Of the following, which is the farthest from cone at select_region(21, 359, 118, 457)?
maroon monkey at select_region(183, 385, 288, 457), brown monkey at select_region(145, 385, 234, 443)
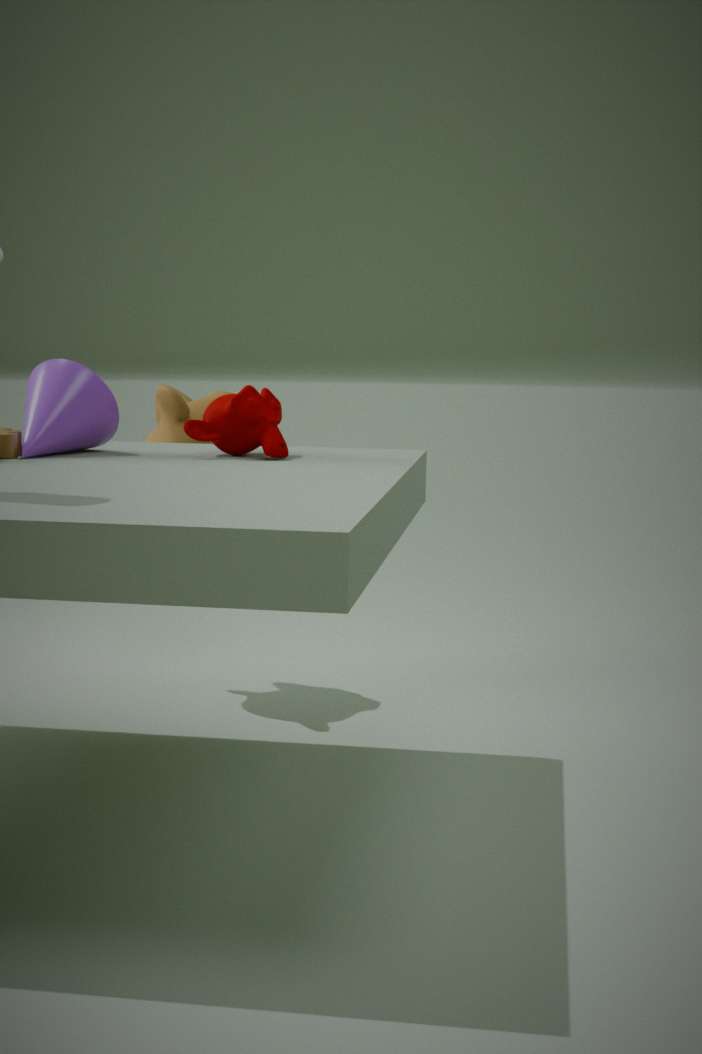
brown monkey at select_region(145, 385, 234, 443)
